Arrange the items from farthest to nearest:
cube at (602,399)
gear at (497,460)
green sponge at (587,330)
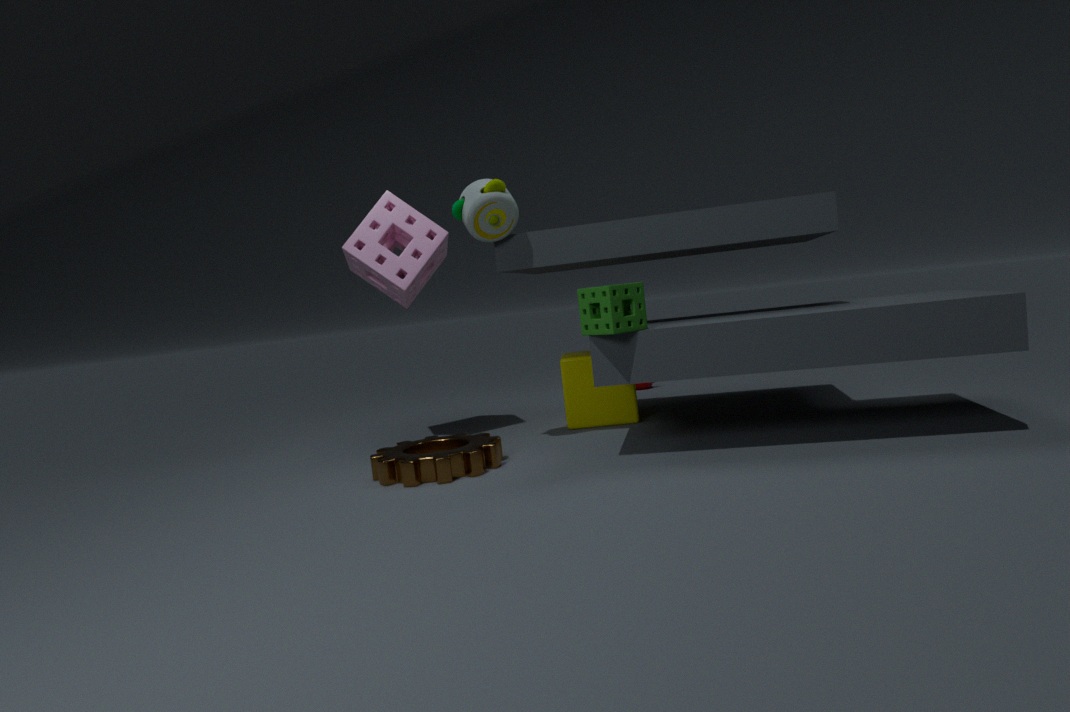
cube at (602,399) < gear at (497,460) < green sponge at (587,330)
